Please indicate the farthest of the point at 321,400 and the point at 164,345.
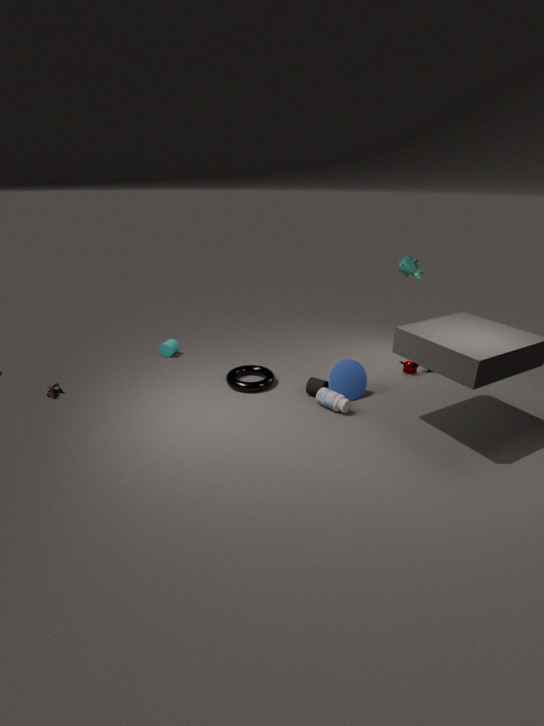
the point at 164,345
